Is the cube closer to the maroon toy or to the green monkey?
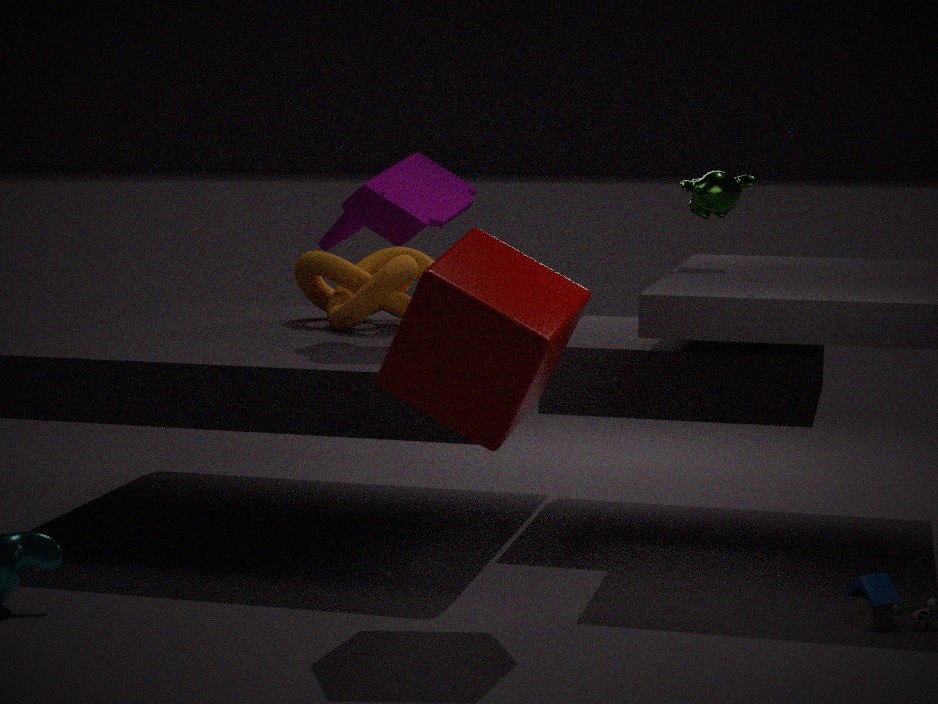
the maroon toy
